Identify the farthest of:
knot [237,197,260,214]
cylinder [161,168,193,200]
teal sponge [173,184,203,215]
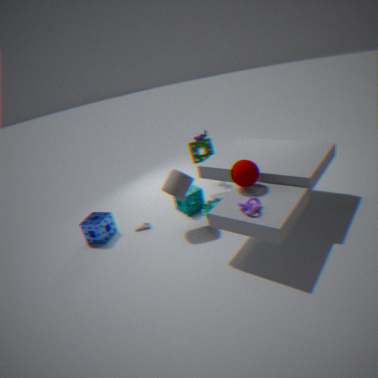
teal sponge [173,184,203,215]
